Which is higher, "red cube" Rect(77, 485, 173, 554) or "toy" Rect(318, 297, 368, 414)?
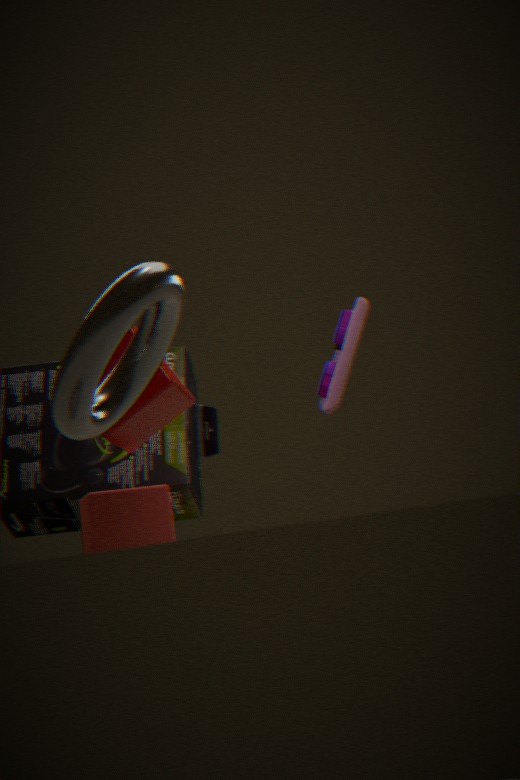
"toy" Rect(318, 297, 368, 414)
